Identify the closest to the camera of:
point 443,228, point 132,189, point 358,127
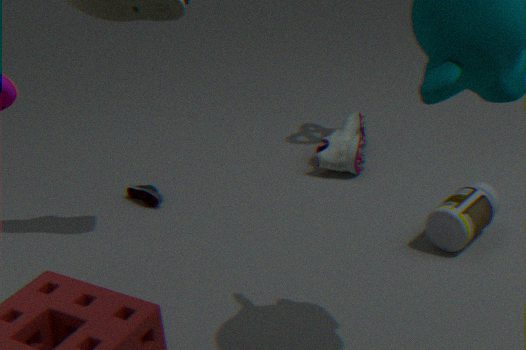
point 443,228
